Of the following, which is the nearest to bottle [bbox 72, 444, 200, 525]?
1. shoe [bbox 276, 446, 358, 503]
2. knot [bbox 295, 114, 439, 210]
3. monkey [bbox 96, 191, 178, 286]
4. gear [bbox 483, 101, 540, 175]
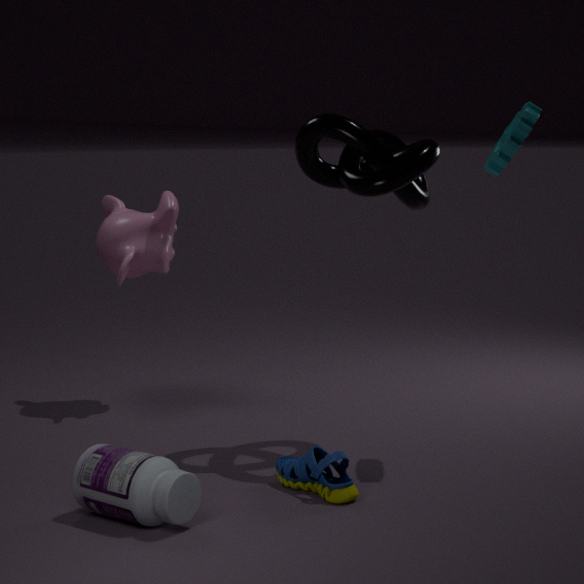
shoe [bbox 276, 446, 358, 503]
